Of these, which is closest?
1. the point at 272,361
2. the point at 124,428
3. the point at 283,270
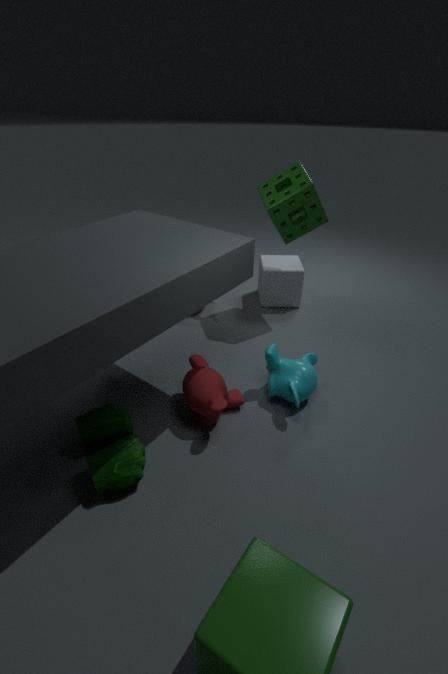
the point at 124,428
